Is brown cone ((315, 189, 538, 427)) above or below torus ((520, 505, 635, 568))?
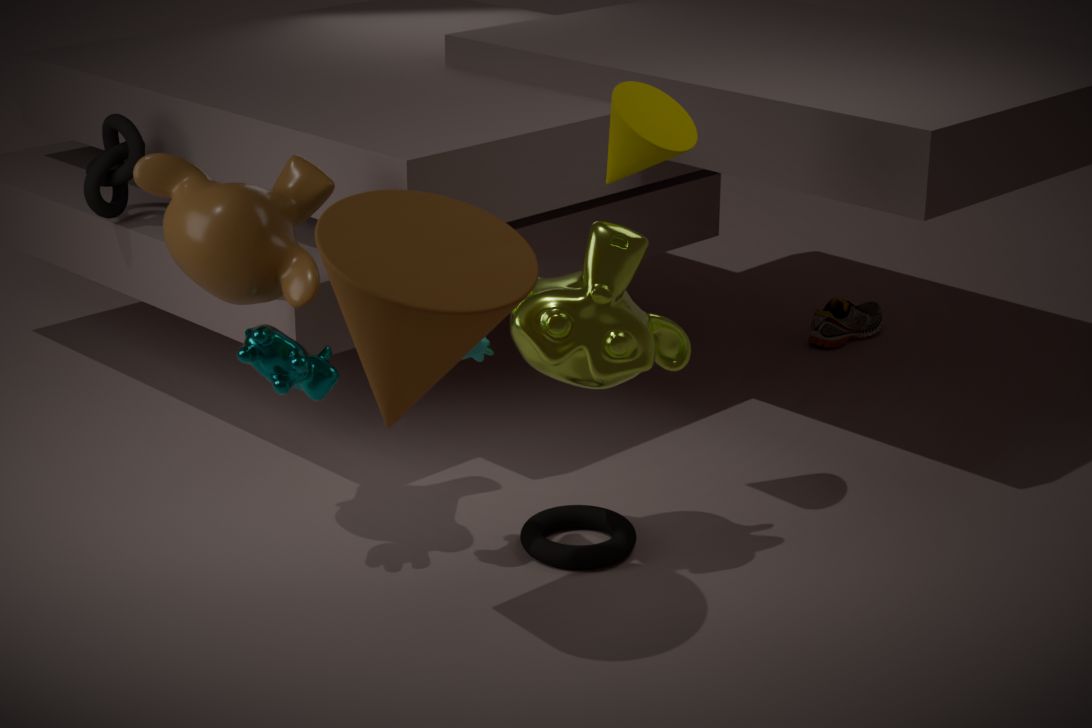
above
